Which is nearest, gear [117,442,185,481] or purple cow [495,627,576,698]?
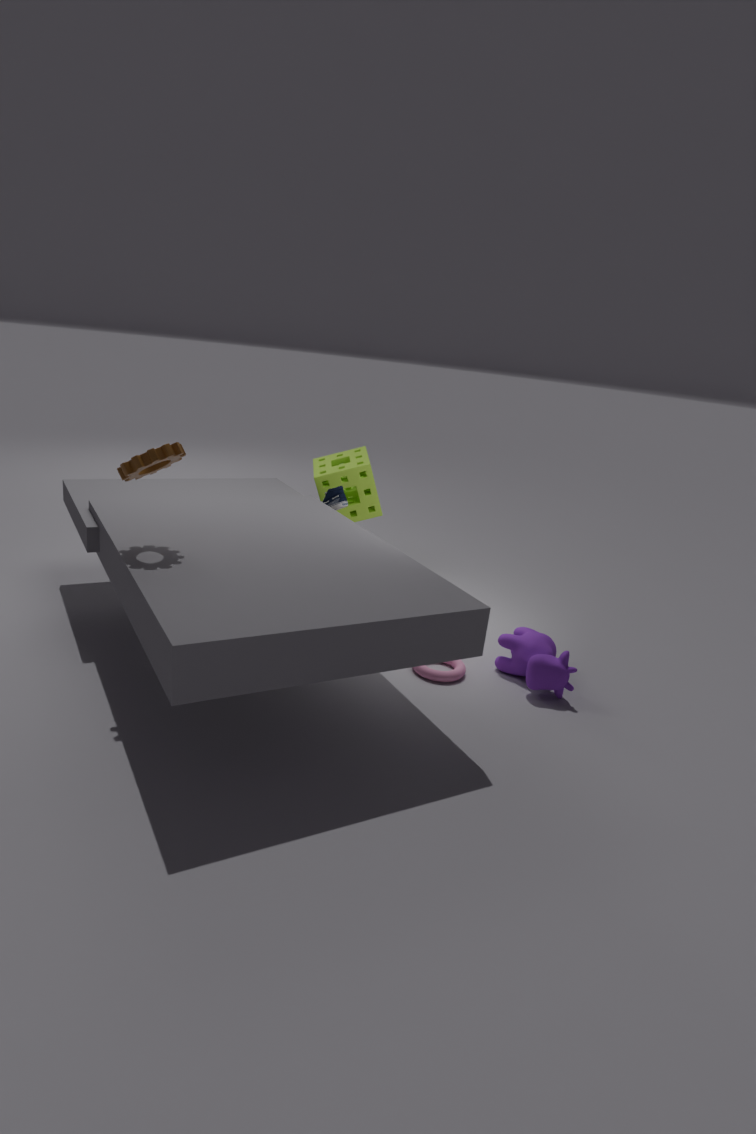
gear [117,442,185,481]
